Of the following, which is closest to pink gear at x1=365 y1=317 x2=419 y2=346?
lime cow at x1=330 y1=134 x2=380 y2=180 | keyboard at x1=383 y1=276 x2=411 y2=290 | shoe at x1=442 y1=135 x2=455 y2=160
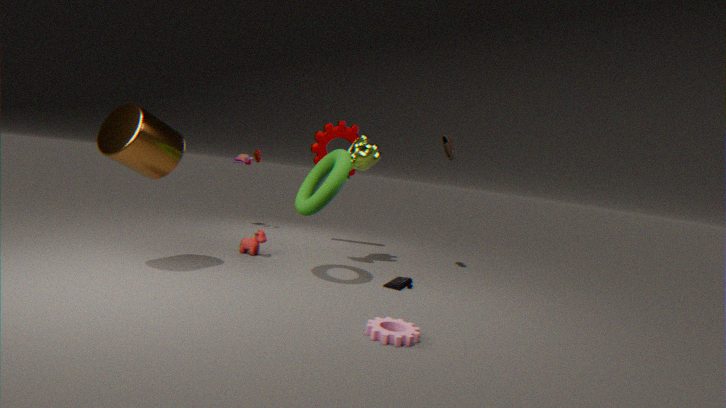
keyboard at x1=383 y1=276 x2=411 y2=290
